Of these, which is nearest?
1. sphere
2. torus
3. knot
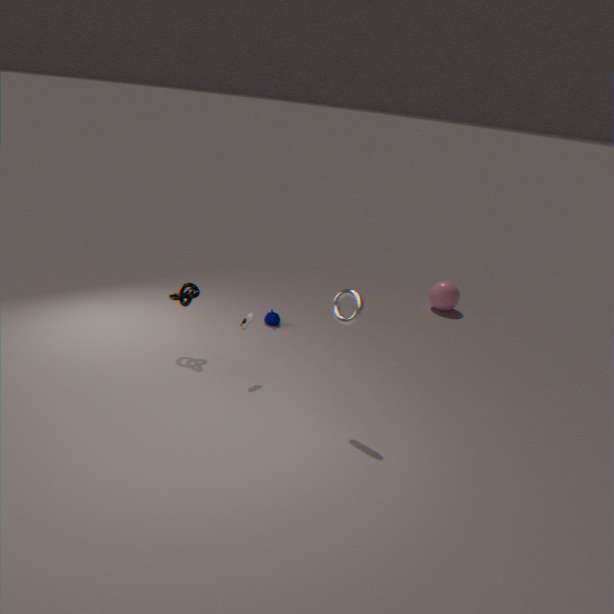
torus
